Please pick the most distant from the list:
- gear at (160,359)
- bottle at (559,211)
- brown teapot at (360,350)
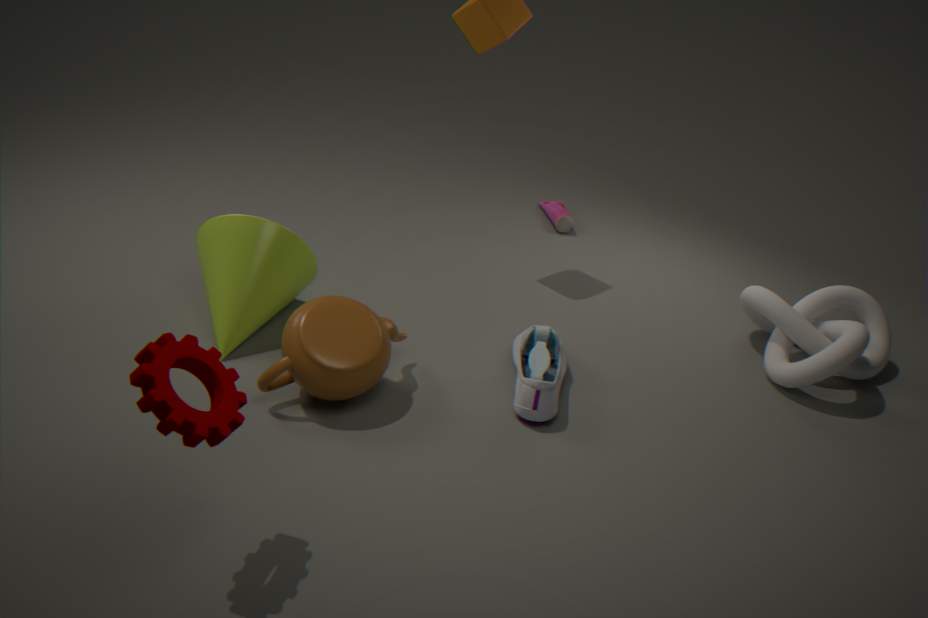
bottle at (559,211)
